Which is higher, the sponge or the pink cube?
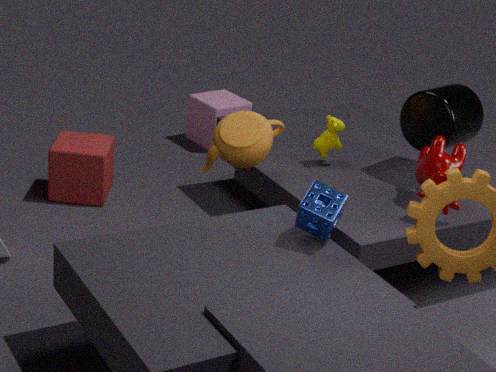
the sponge
